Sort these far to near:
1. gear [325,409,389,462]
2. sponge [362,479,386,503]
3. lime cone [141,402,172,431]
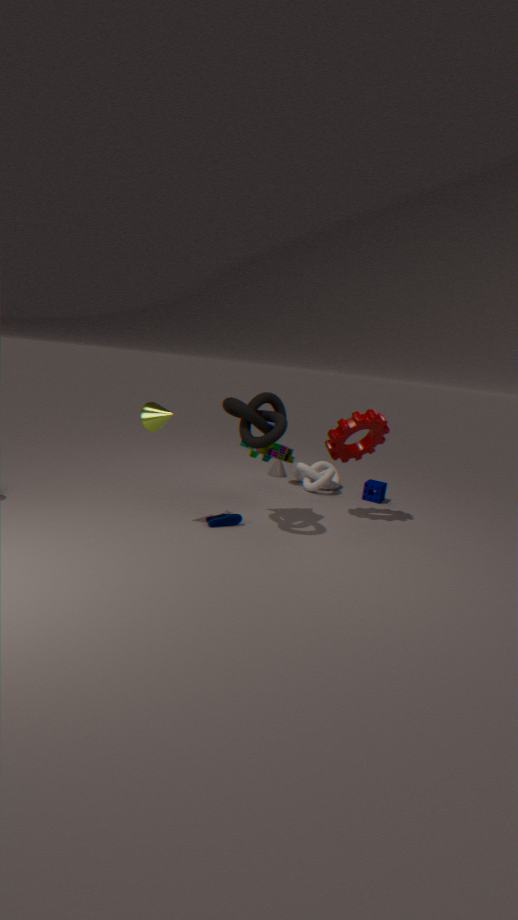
sponge [362,479,386,503]
gear [325,409,389,462]
lime cone [141,402,172,431]
